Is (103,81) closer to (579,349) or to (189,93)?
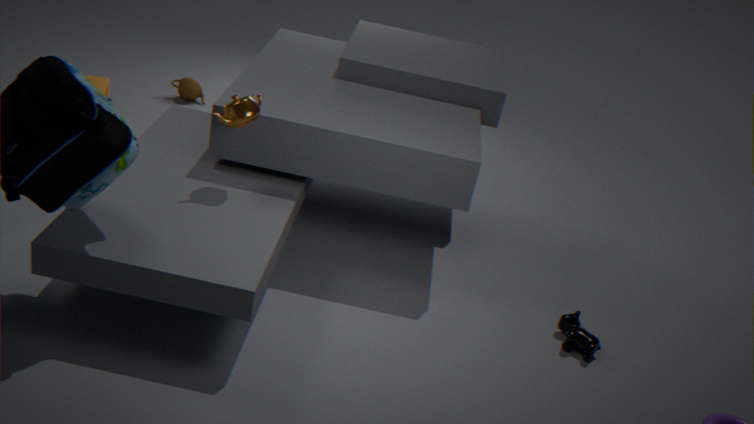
(189,93)
